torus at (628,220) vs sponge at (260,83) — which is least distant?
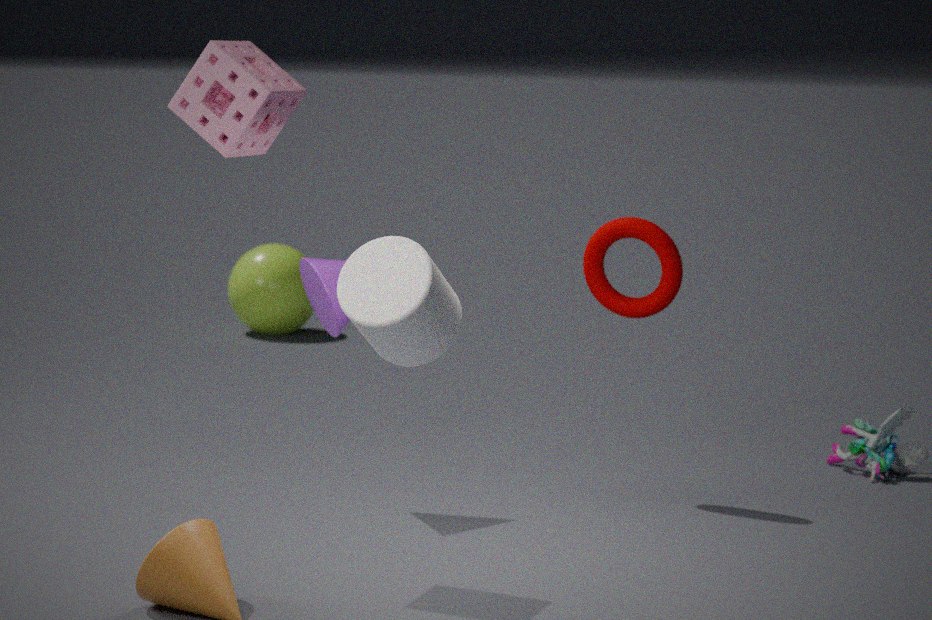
sponge at (260,83)
